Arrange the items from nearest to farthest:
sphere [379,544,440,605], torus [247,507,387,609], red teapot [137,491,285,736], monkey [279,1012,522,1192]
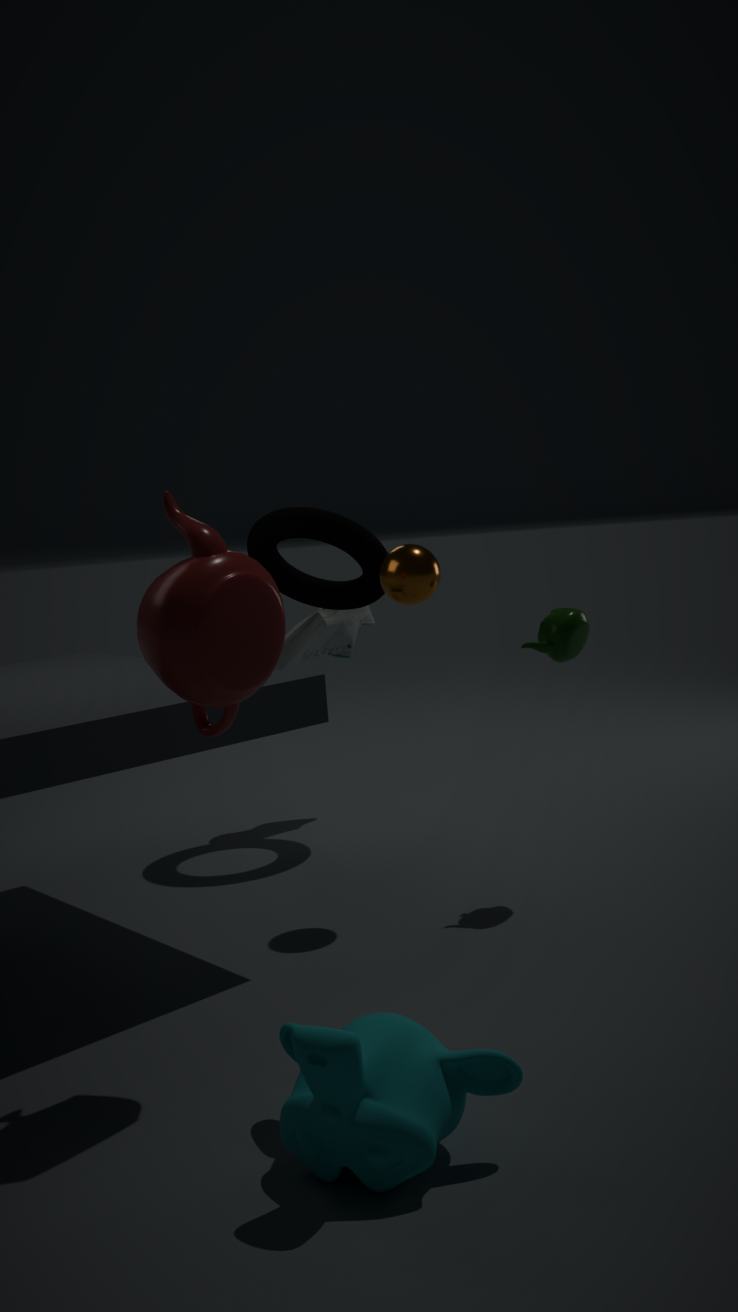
monkey [279,1012,522,1192], red teapot [137,491,285,736], sphere [379,544,440,605], torus [247,507,387,609]
